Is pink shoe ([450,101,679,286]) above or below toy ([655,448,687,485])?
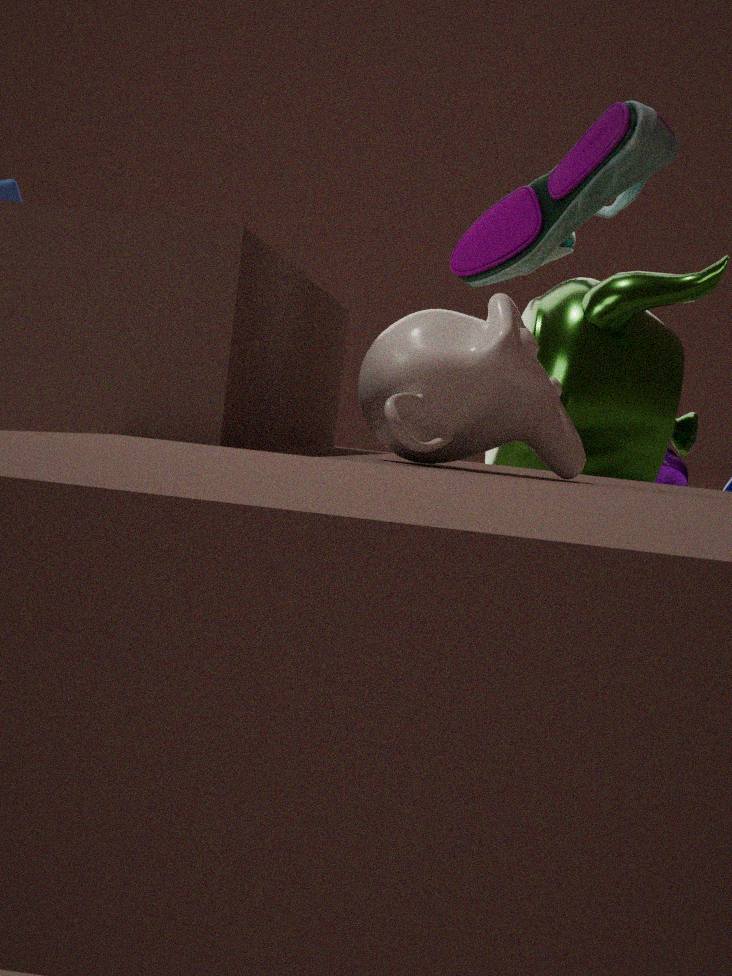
above
